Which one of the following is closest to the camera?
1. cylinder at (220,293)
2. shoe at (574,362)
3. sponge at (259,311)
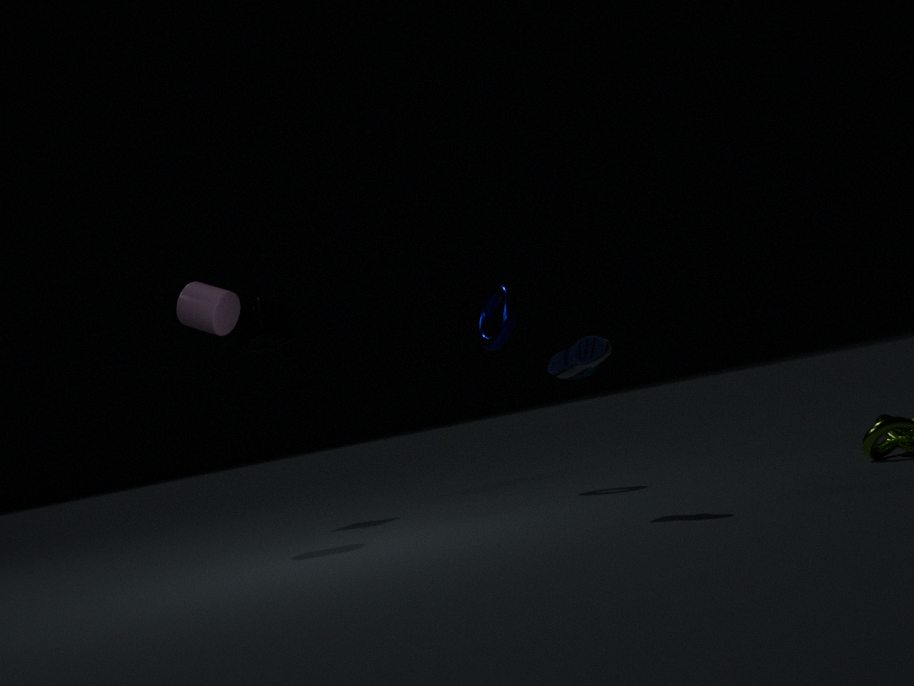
shoe at (574,362)
